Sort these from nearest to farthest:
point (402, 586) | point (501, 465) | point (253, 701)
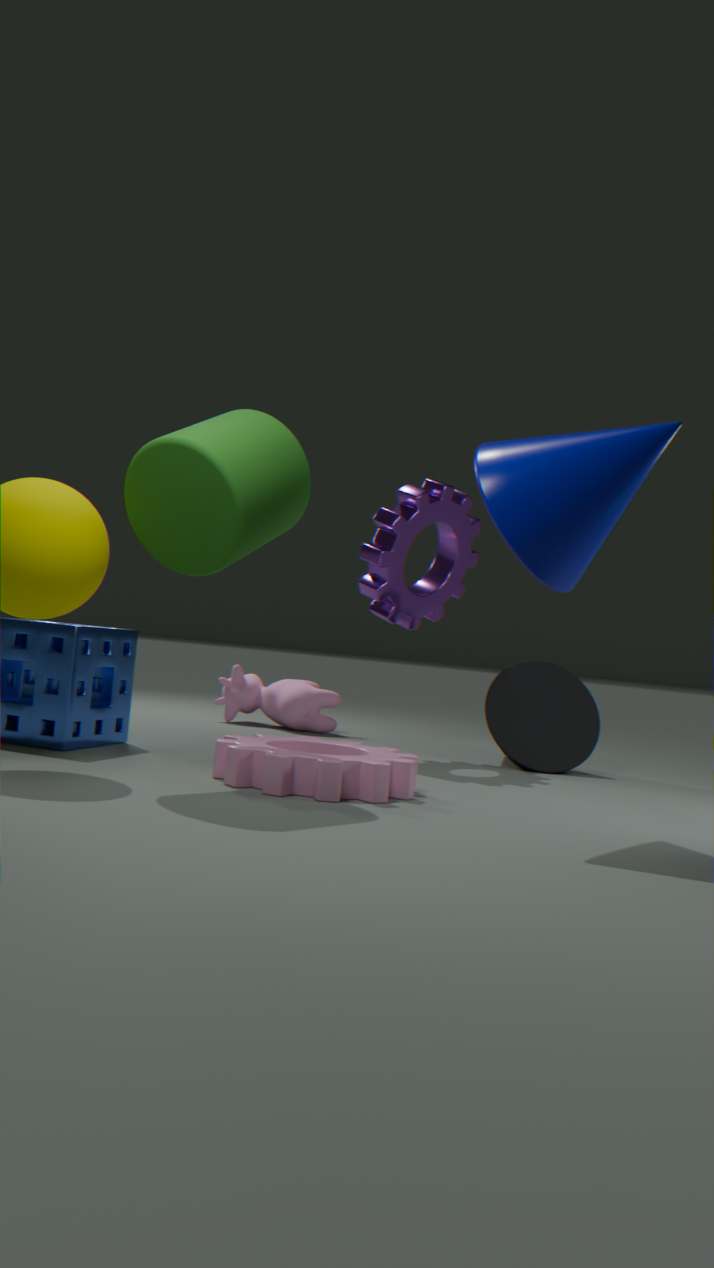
1. point (501, 465)
2. point (402, 586)
3. point (253, 701)
